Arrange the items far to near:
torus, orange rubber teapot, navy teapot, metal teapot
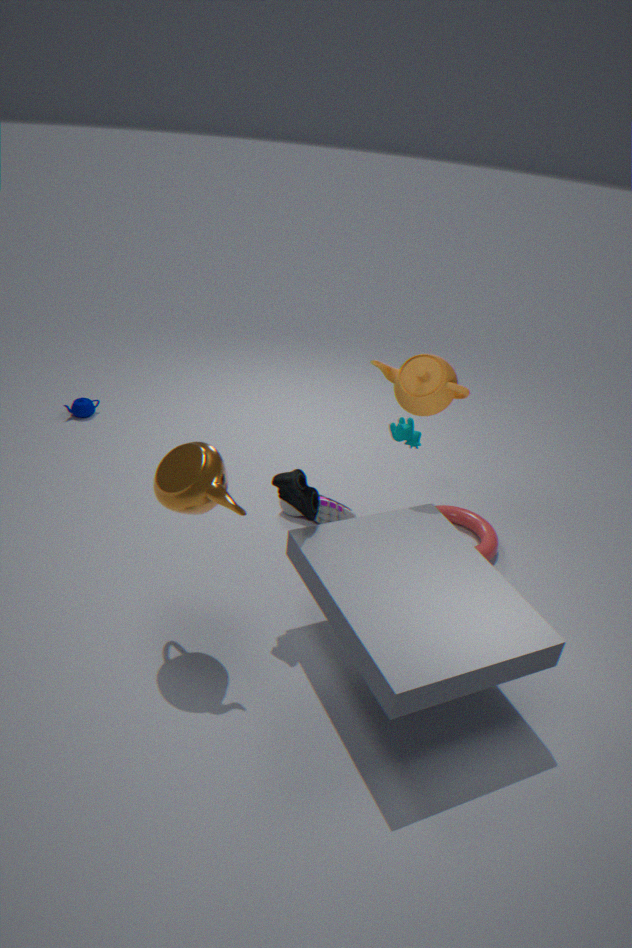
navy teapot, torus, orange rubber teapot, metal teapot
